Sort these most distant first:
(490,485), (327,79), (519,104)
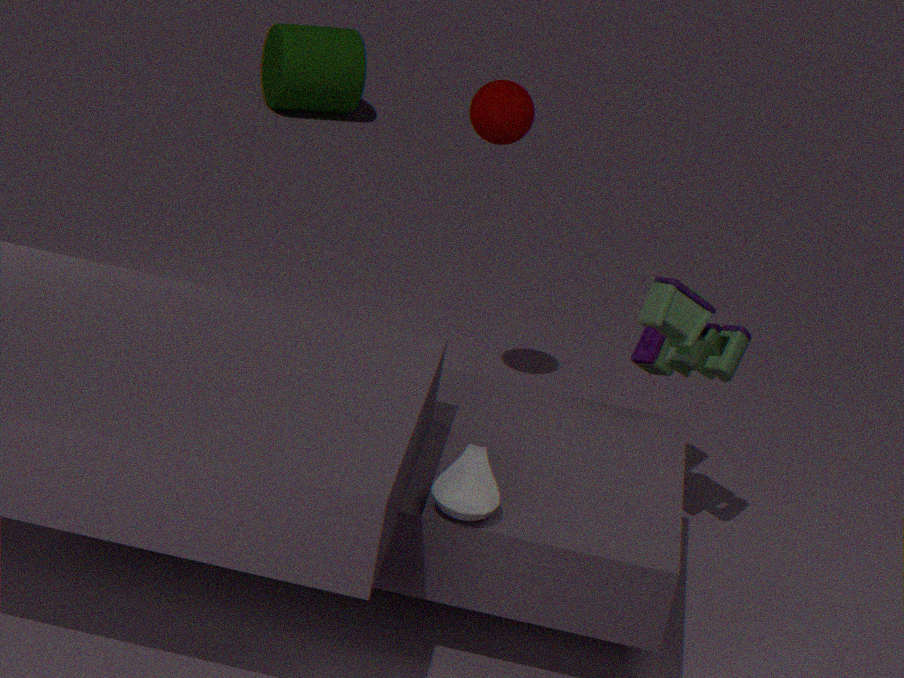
(327,79), (519,104), (490,485)
